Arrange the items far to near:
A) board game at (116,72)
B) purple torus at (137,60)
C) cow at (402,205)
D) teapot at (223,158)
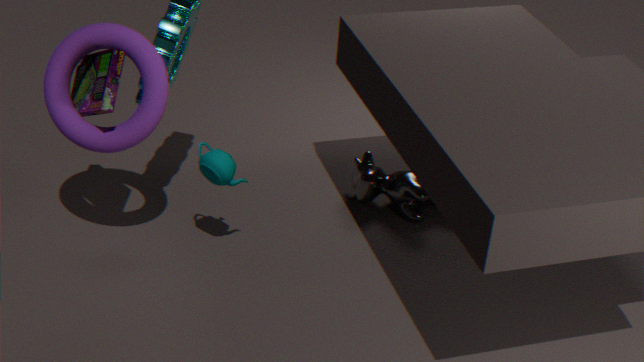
cow at (402,205) → teapot at (223,158) → purple torus at (137,60) → board game at (116,72)
